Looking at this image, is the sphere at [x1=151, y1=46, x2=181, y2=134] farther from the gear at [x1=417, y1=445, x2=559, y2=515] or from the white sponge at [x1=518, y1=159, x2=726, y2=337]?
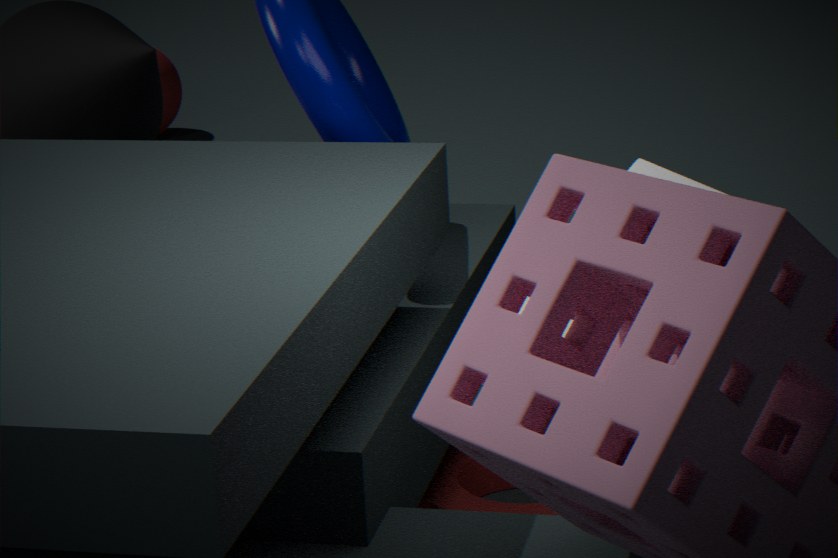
the white sponge at [x1=518, y1=159, x2=726, y2=337]
